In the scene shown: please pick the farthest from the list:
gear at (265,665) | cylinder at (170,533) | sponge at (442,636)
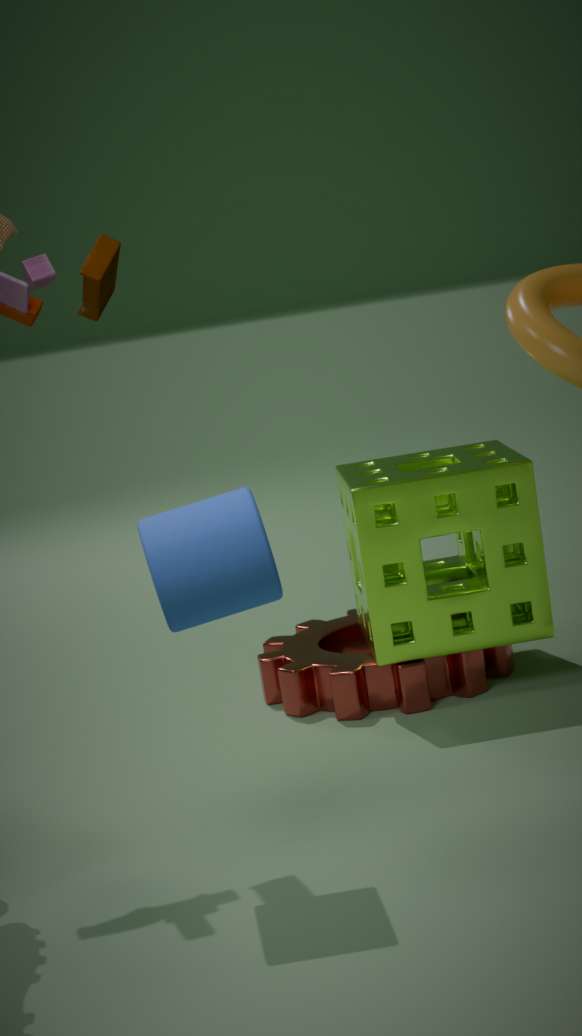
gear at (265,665)
